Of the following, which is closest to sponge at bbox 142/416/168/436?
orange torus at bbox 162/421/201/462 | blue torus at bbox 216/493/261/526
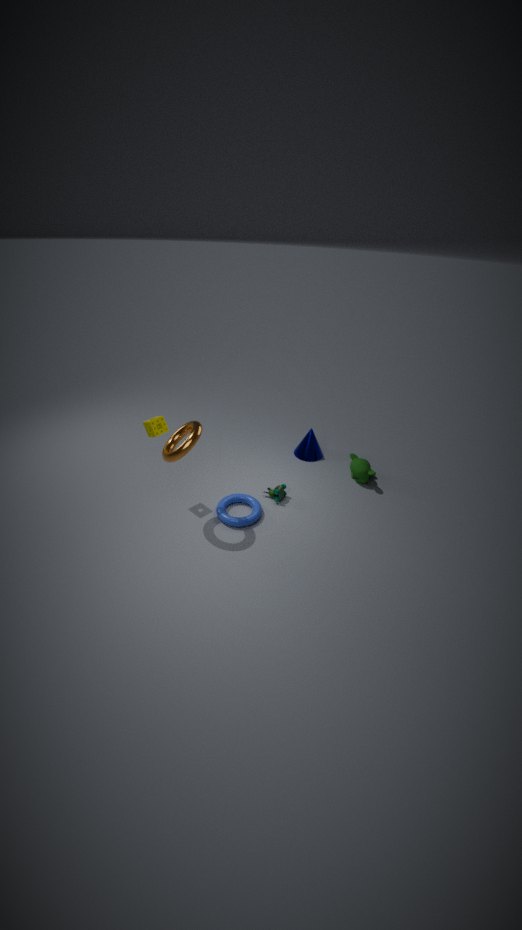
orange torus at bbox 162/421/201/462
